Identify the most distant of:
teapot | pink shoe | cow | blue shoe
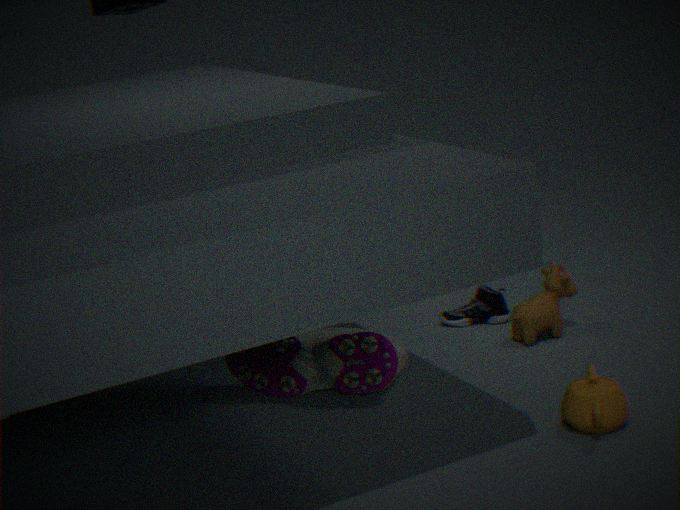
blue shoe
